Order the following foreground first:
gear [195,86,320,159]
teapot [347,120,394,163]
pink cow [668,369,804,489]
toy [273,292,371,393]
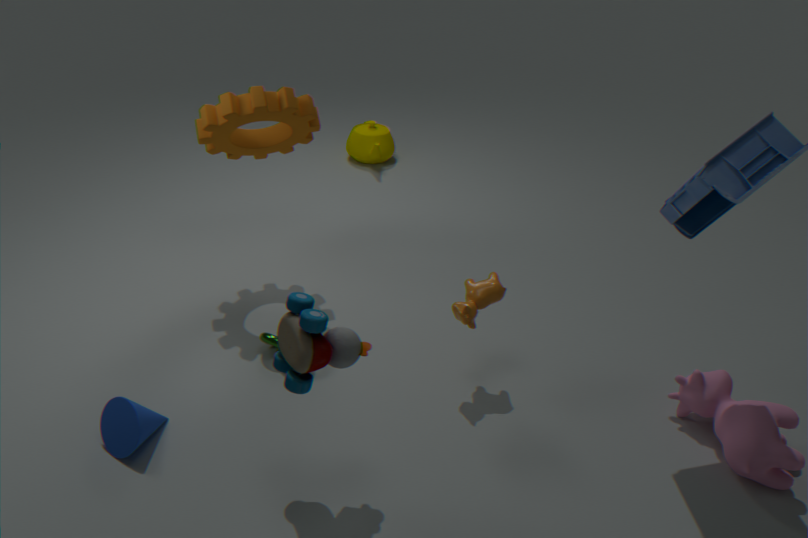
toy [273,292,371,393]
pink cow [668,369,804,489]
gear [195,86,320,159]
teapot [347,120,394,163]
